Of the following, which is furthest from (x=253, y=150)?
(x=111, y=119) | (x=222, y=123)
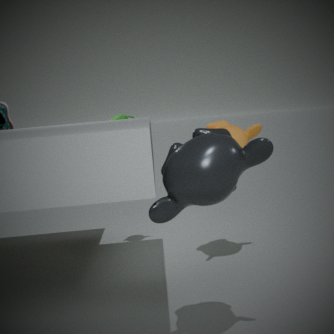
(x=111, y=119)
